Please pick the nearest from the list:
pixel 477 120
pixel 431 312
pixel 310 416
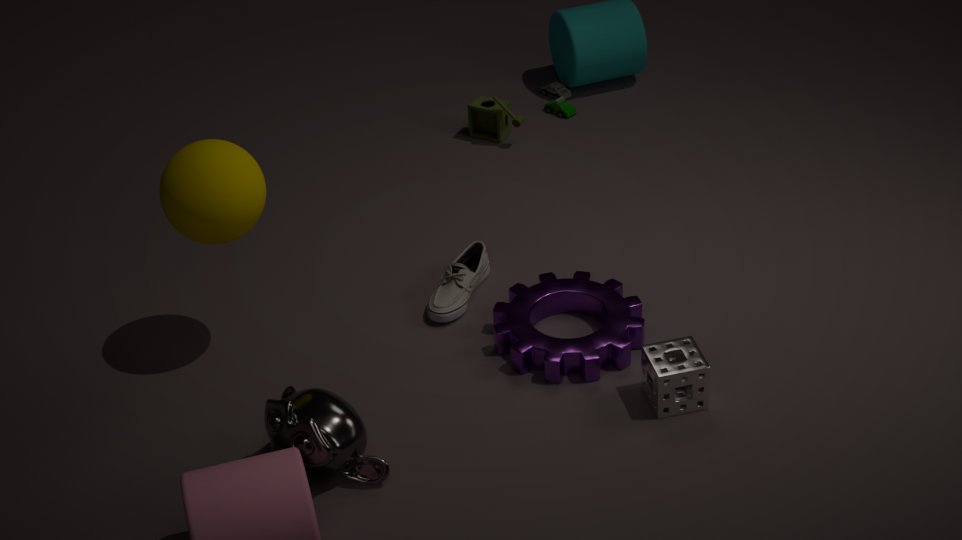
pixel 310 416
